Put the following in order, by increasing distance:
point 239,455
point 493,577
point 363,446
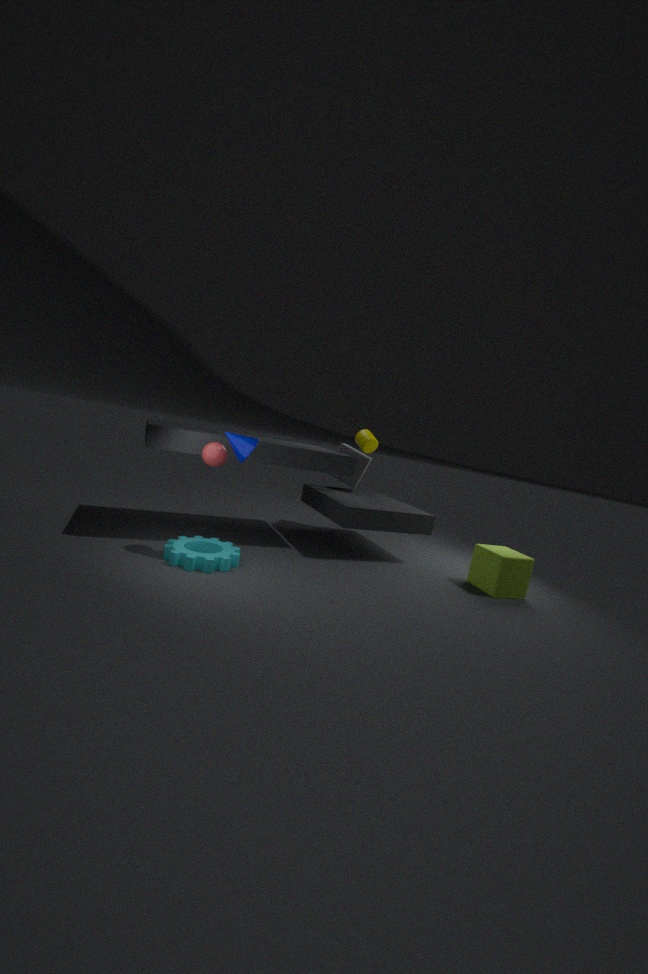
point 239,455, point 493,577, point 363,446
